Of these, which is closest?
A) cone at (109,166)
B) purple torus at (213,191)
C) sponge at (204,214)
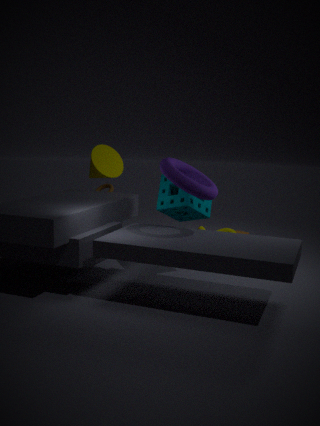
purple torus at (213,191)
